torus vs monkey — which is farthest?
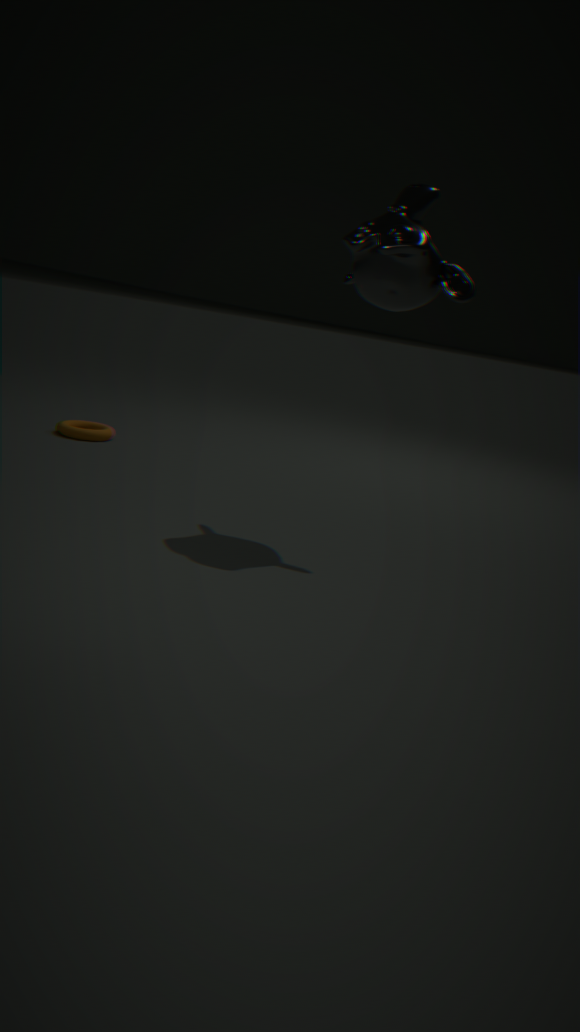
torus
